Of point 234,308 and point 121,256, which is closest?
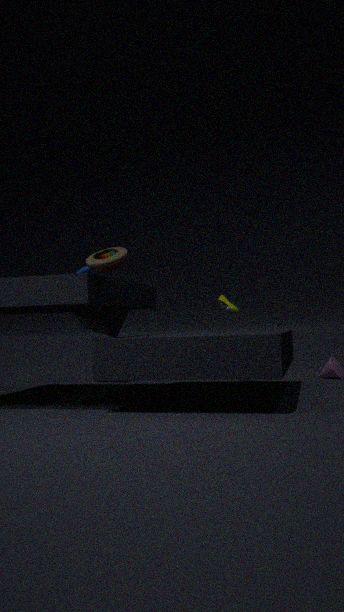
point 121,256
